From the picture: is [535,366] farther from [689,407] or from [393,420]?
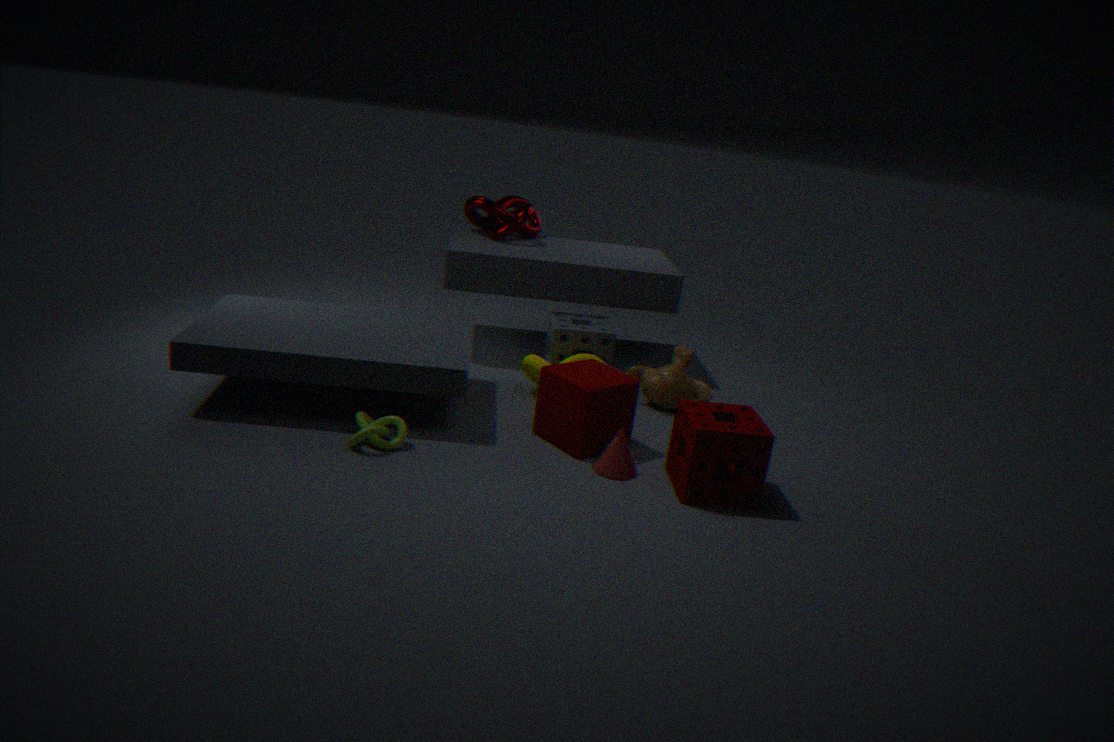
[393,420]
